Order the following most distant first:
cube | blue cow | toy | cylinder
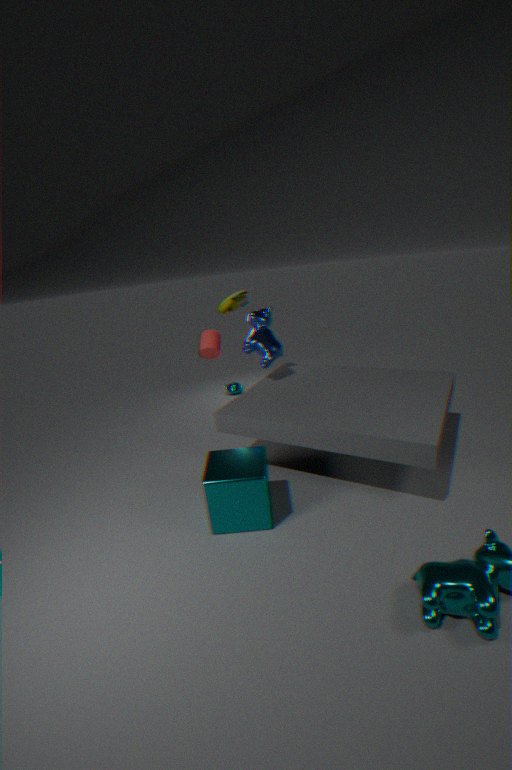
toy → blue cow → cylinder → cube
